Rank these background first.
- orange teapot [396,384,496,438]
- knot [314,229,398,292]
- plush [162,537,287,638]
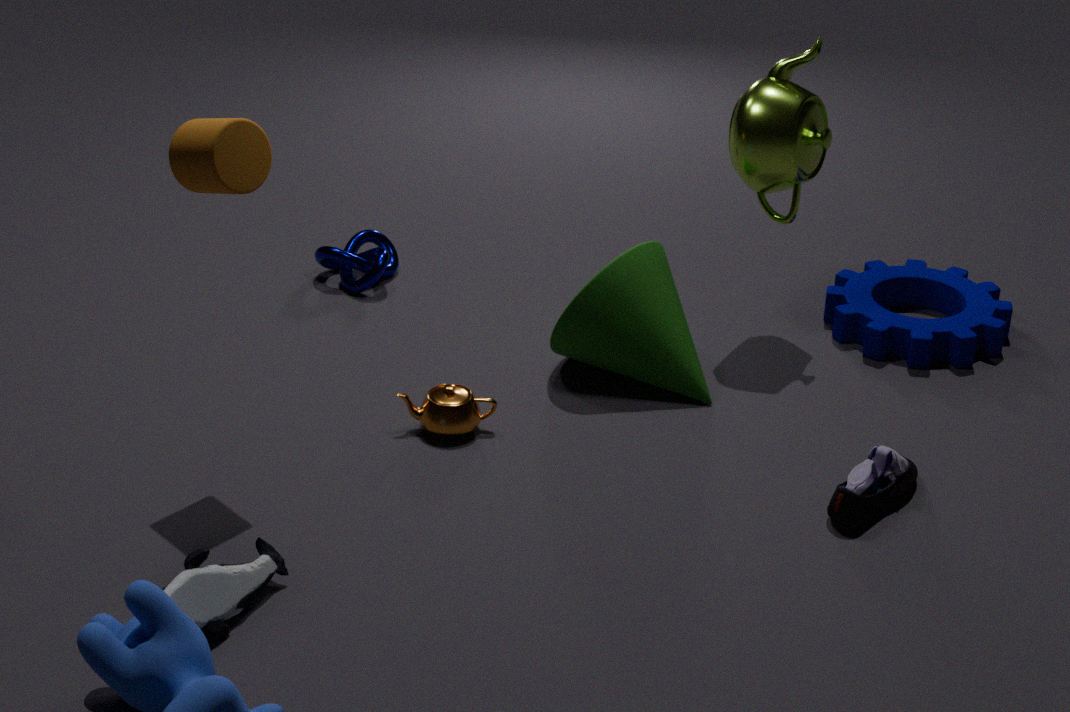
1. knot [314,229,398,292]
2. orange teapot [396,384,496,438]
3. plush [162,537,287,638]
